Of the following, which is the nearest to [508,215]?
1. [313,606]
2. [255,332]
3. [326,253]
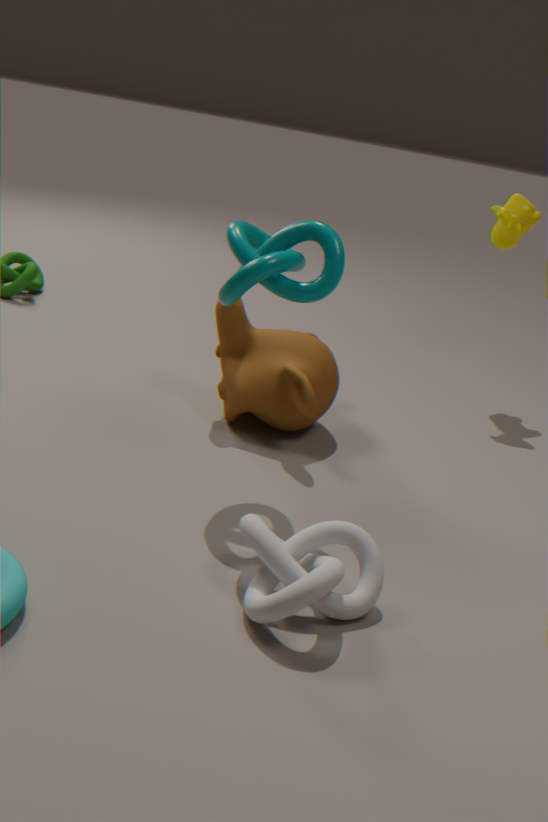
[255,332]
